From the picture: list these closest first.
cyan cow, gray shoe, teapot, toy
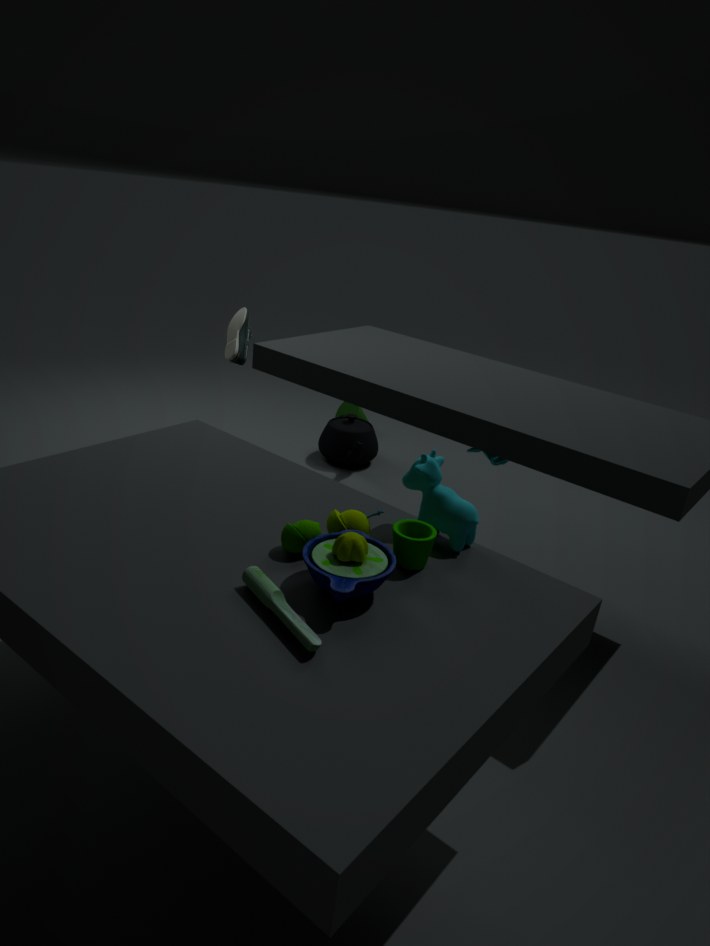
toy, cyan cow, gray shoe, teapot
